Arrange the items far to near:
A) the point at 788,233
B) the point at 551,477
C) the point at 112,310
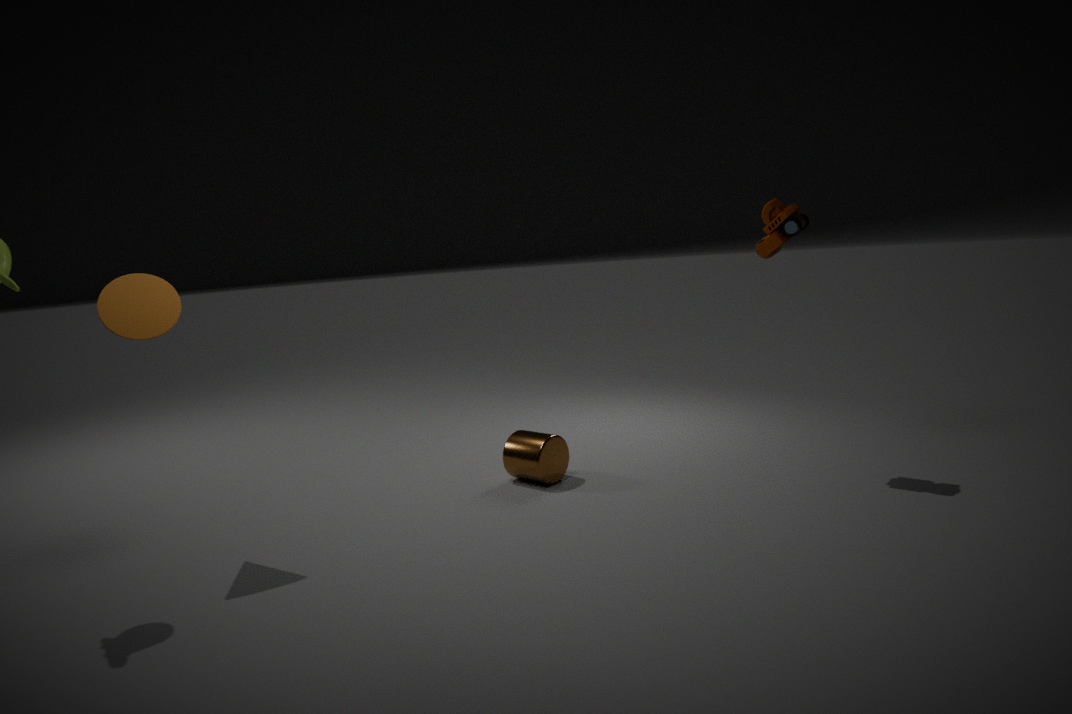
the point at 551,477 < the point at 788,233 < the point at 112,310
